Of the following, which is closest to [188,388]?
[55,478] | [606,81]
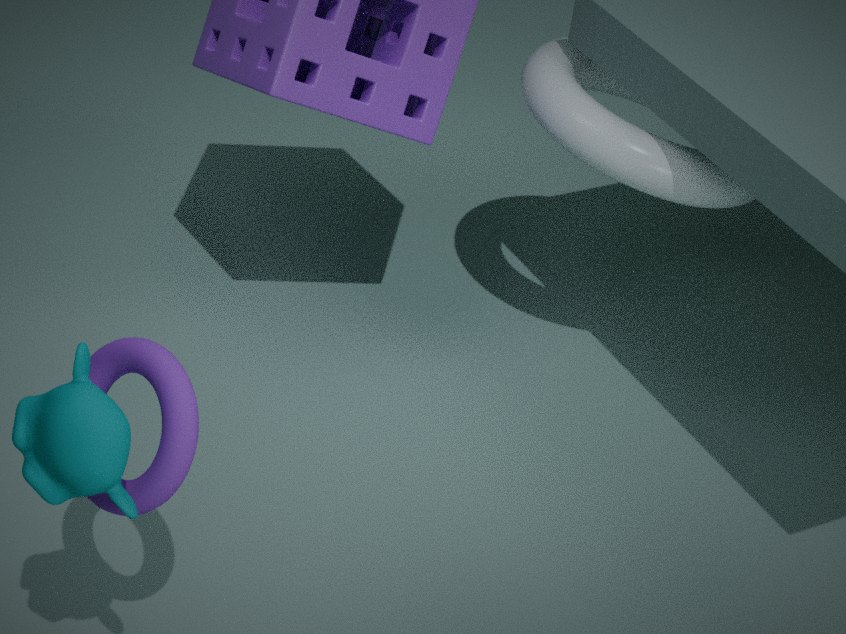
[55,478]
